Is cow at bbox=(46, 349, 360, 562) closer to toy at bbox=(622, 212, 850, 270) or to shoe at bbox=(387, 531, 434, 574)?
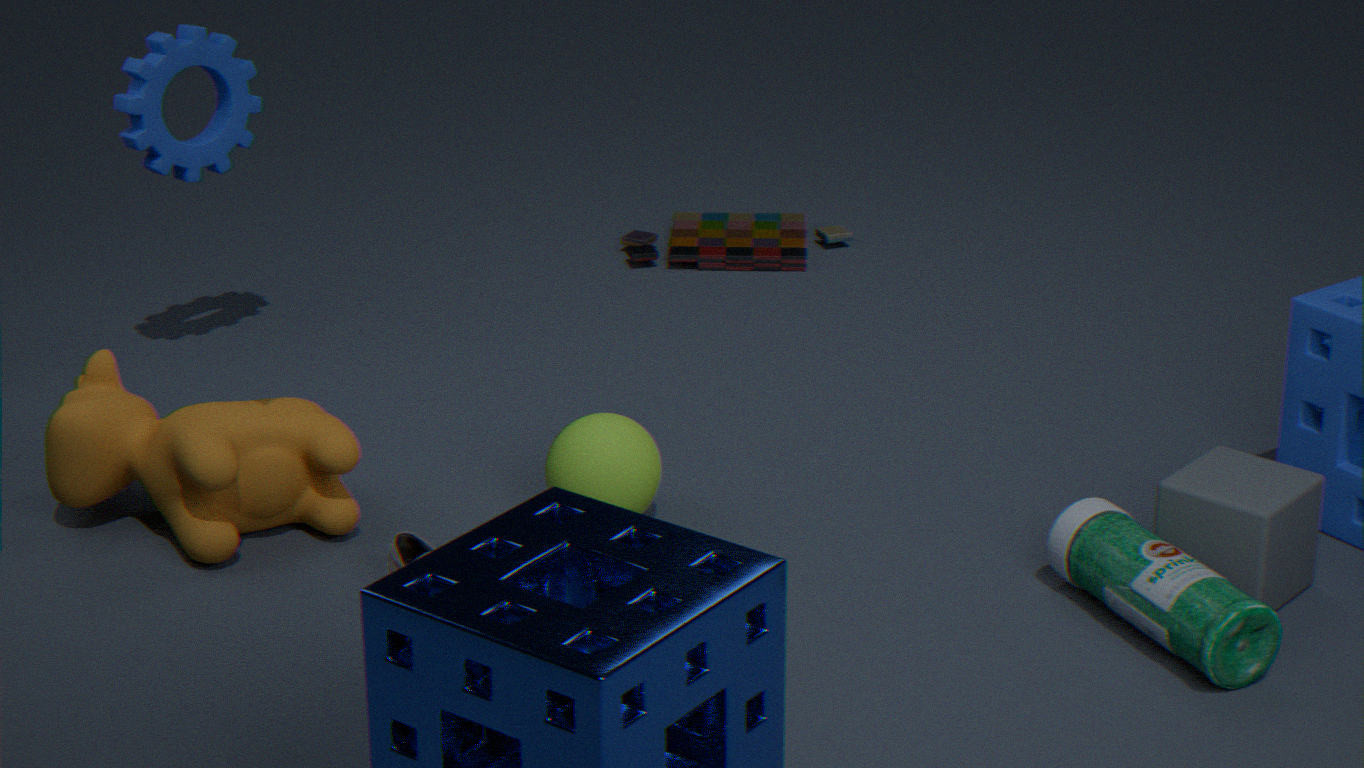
shoe at bbox=(387, 531, 434, 574)
